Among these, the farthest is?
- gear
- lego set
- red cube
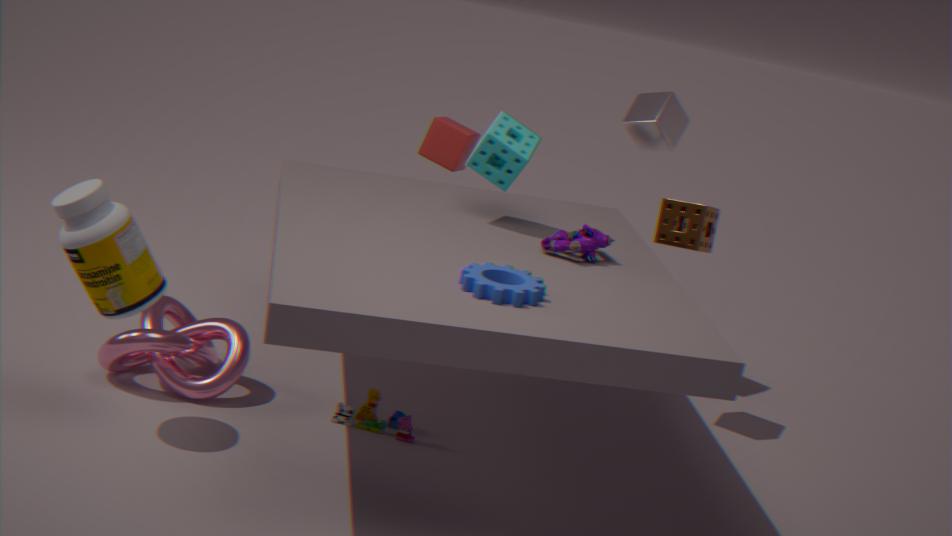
red cube
